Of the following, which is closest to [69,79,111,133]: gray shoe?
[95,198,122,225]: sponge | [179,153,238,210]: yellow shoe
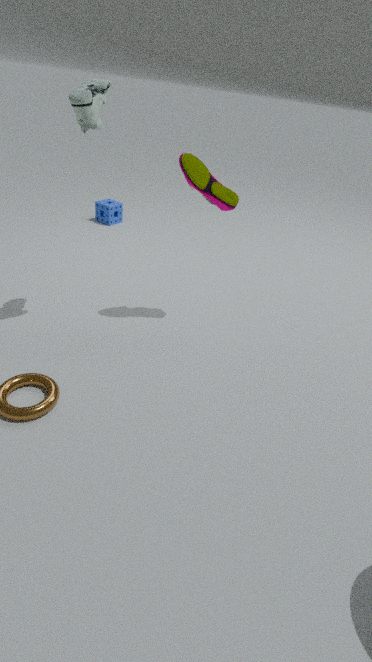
[179,153,238,210]: yellow shoe
